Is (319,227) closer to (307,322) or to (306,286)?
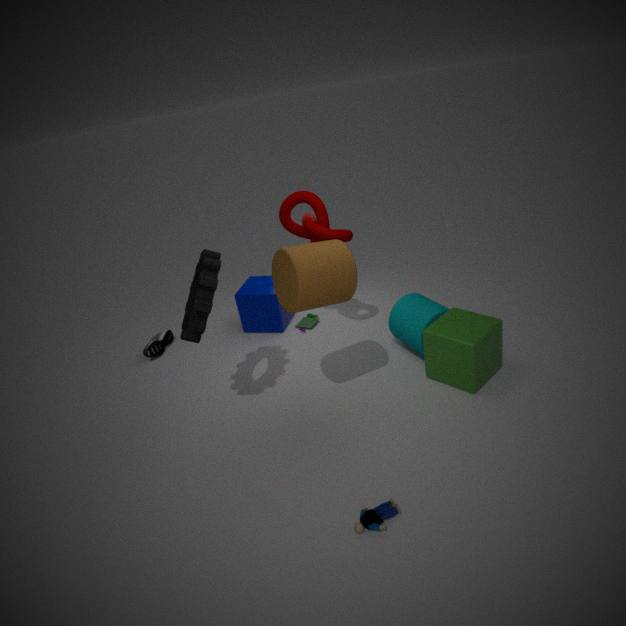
(306,286)
